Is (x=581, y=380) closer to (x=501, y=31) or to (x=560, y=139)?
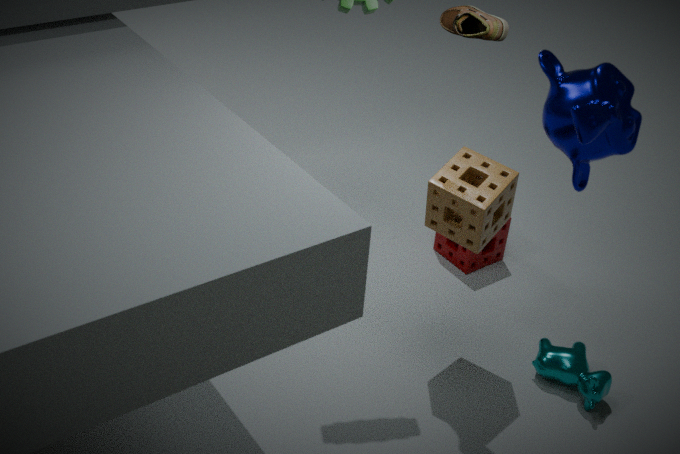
(x=501, y=31)
